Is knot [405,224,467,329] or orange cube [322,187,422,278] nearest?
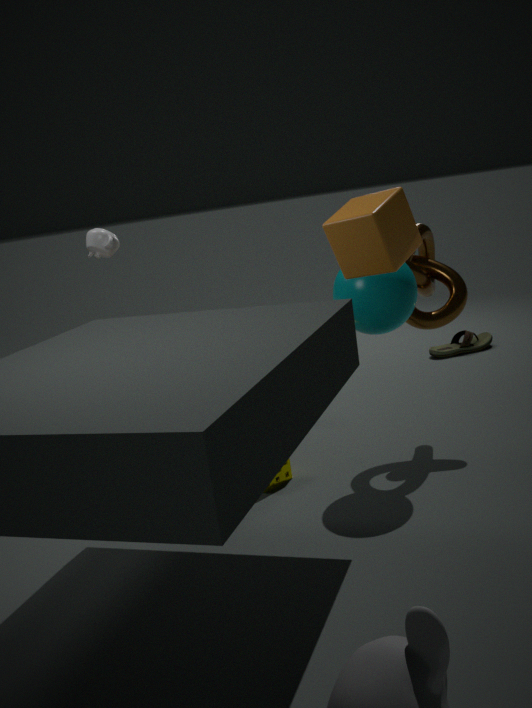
orange cube [322,187,422,278]
